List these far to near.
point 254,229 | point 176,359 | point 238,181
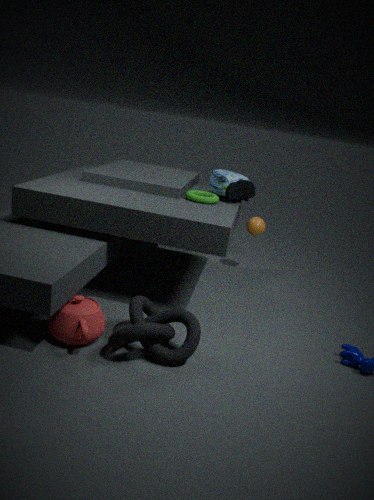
point 254,229 < point 238,181 < point 176,359
